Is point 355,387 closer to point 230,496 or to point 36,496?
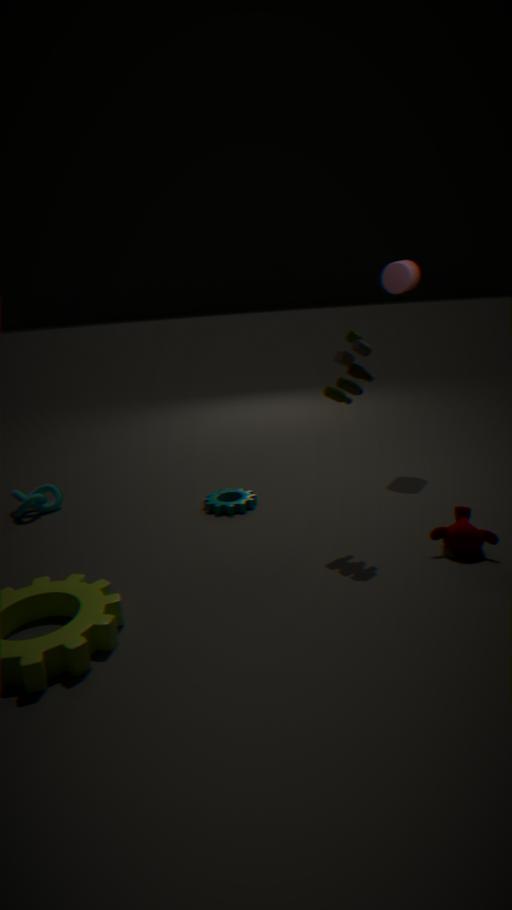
point 230,496
